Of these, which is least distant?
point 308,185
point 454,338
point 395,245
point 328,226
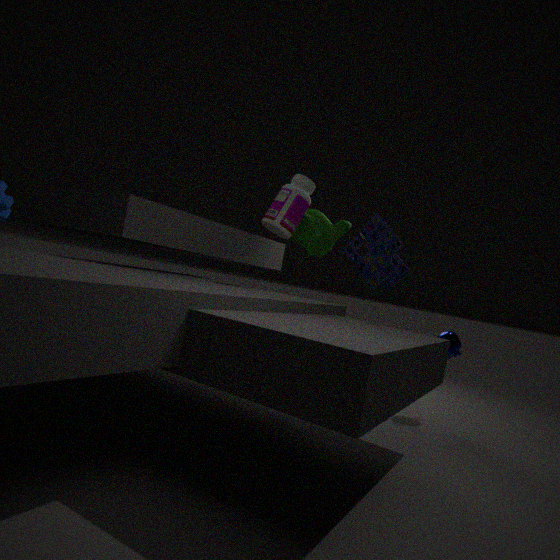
point 454,338
